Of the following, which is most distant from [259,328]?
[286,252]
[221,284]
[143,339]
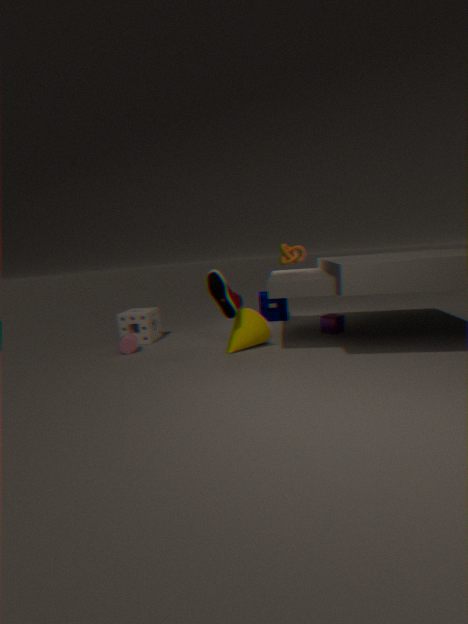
[143,339]
